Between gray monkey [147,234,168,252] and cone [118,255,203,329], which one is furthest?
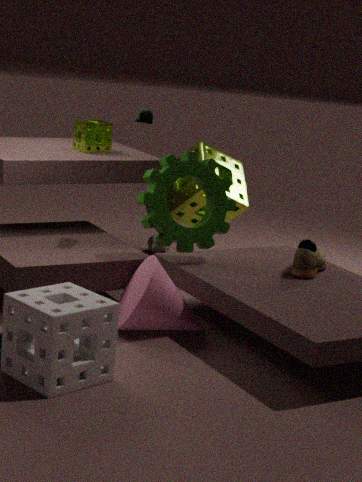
gray monkey [147,234,168,252]
